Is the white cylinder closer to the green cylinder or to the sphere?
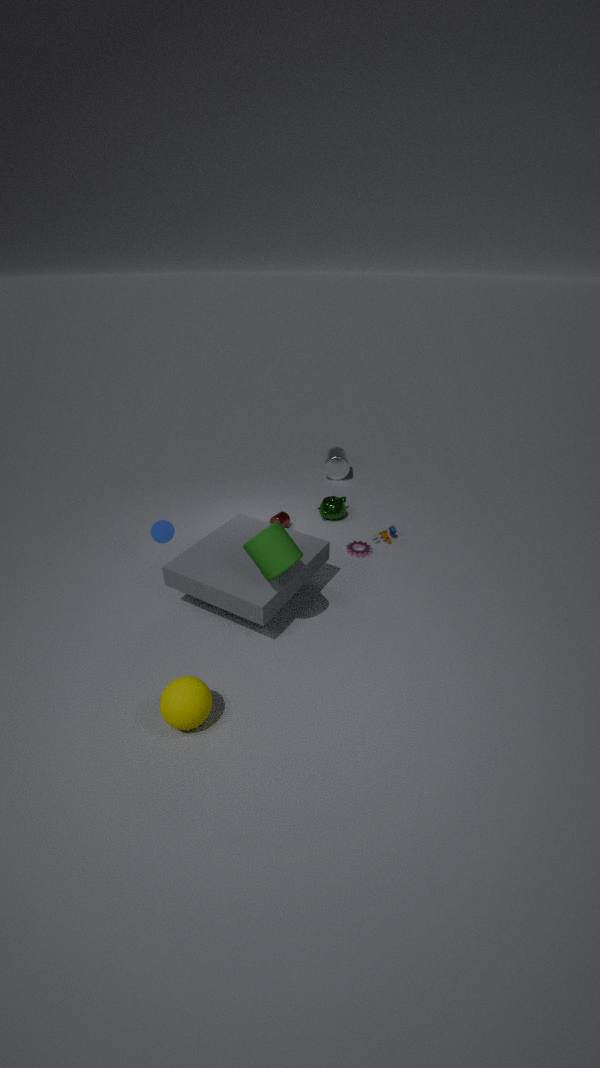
the green cylinder
